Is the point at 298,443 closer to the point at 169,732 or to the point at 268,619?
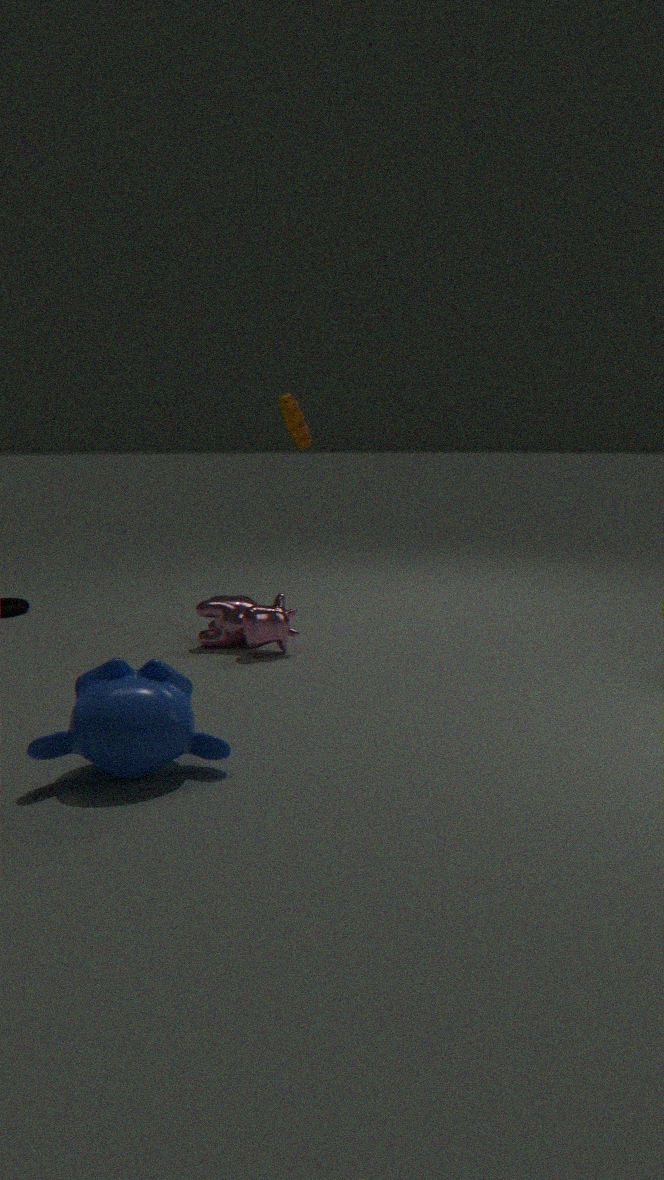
the point at 268,619
